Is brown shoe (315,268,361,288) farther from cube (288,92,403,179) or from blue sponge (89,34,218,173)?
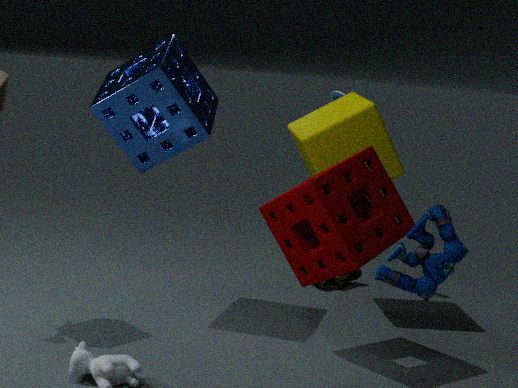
blue sponge (89,34,218,173)
